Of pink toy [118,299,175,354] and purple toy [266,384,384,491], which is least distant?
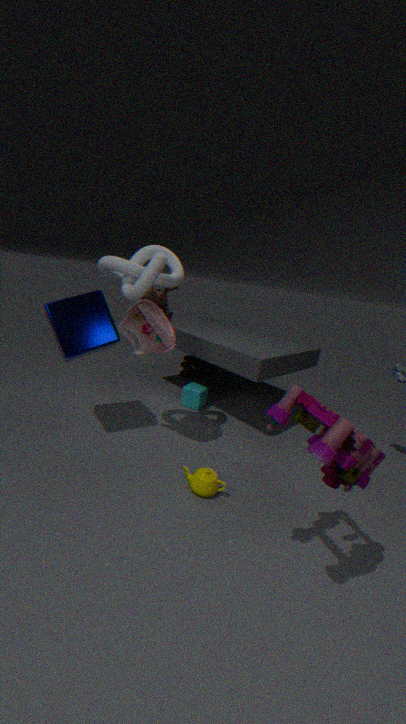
purple toy [266,384,384,491]
